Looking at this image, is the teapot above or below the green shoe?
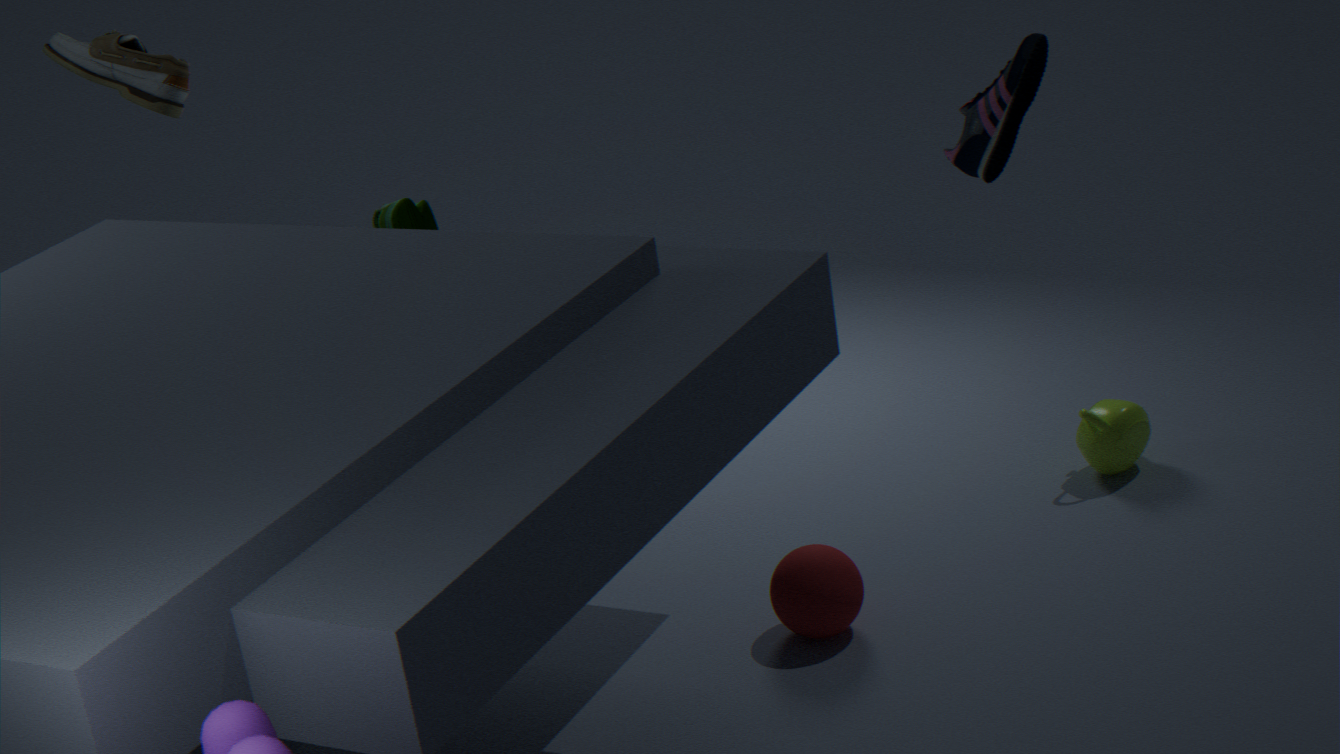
below
